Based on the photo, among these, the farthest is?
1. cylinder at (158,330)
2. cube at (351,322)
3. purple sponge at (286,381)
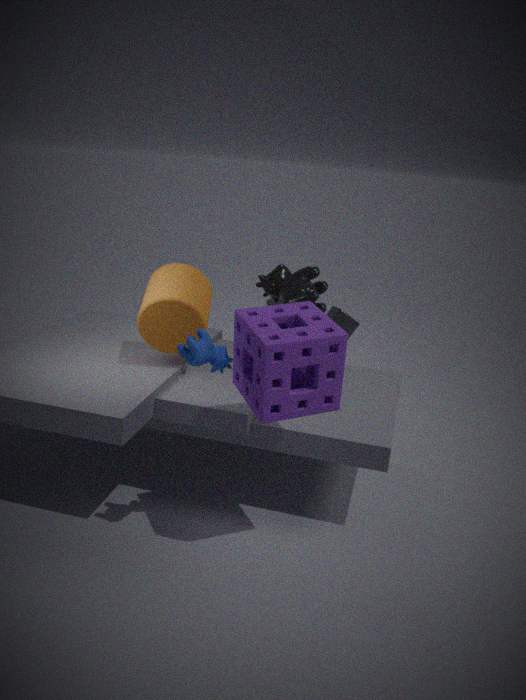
cube at (351,322)
